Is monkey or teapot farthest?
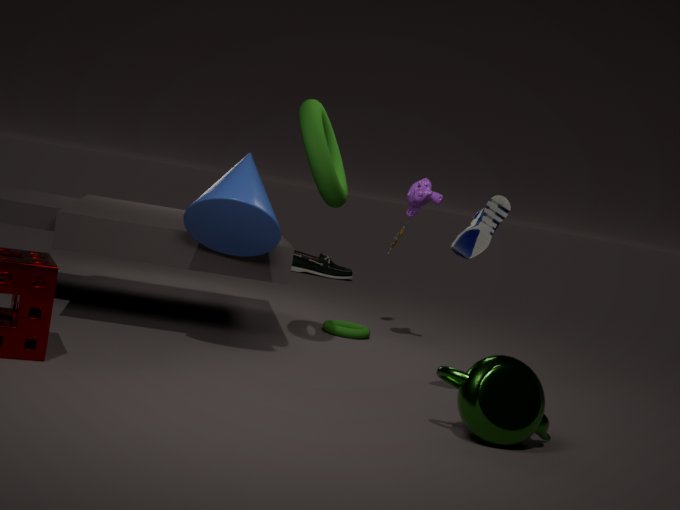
monkey
